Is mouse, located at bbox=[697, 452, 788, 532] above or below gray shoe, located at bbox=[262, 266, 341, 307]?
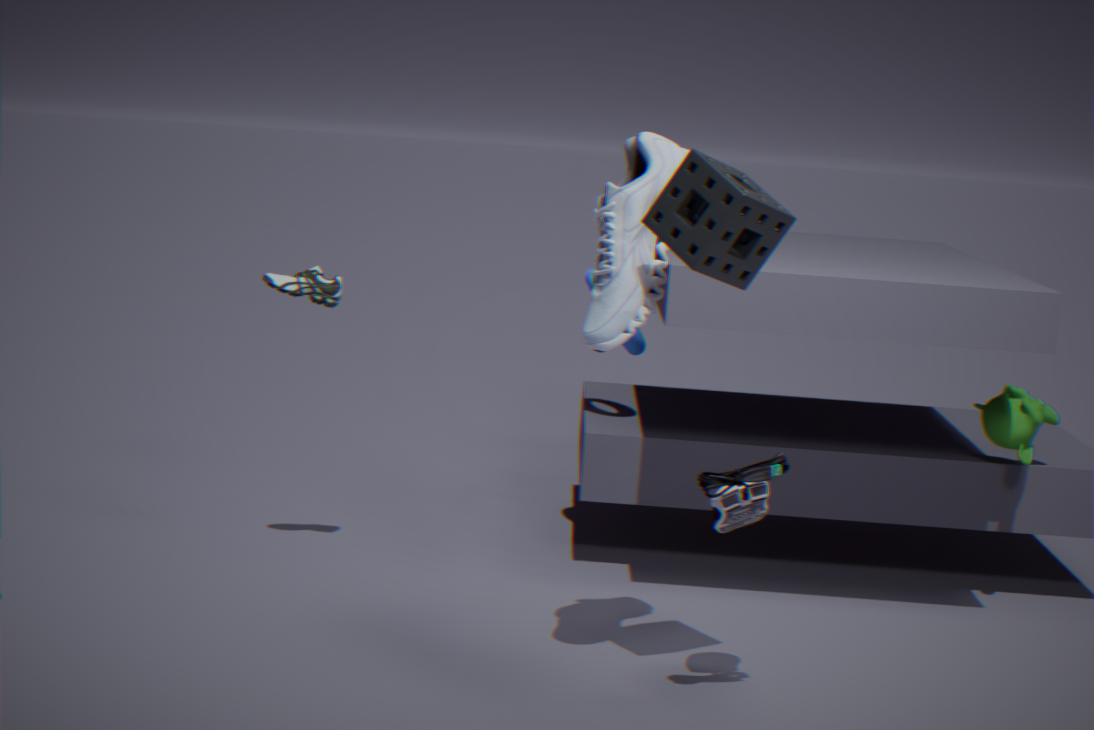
below
